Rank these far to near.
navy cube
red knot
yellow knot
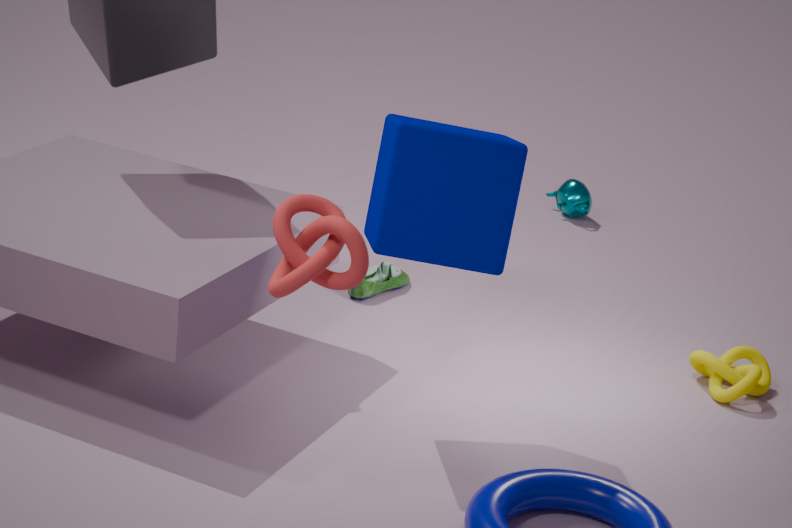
yellow knot < navy cube < red knot
